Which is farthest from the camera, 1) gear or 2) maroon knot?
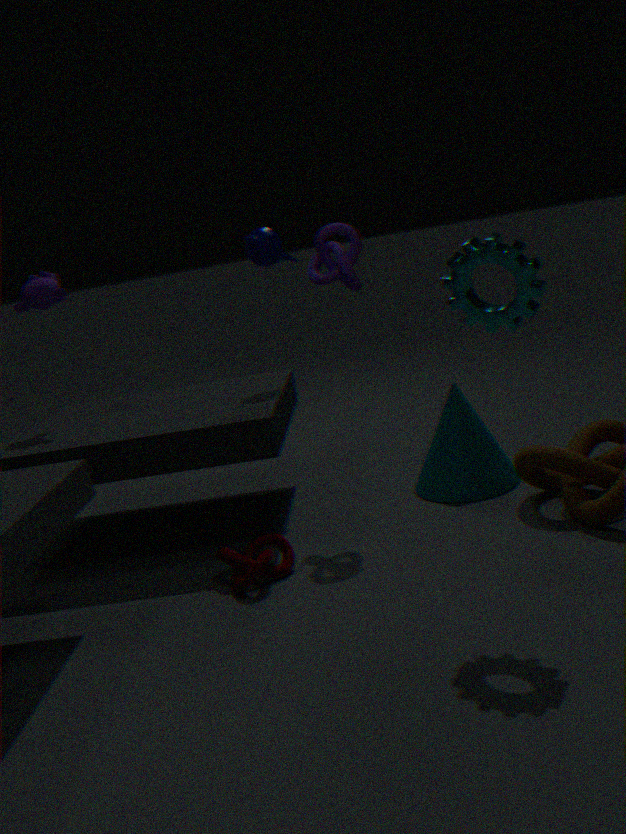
2. maroon knot
